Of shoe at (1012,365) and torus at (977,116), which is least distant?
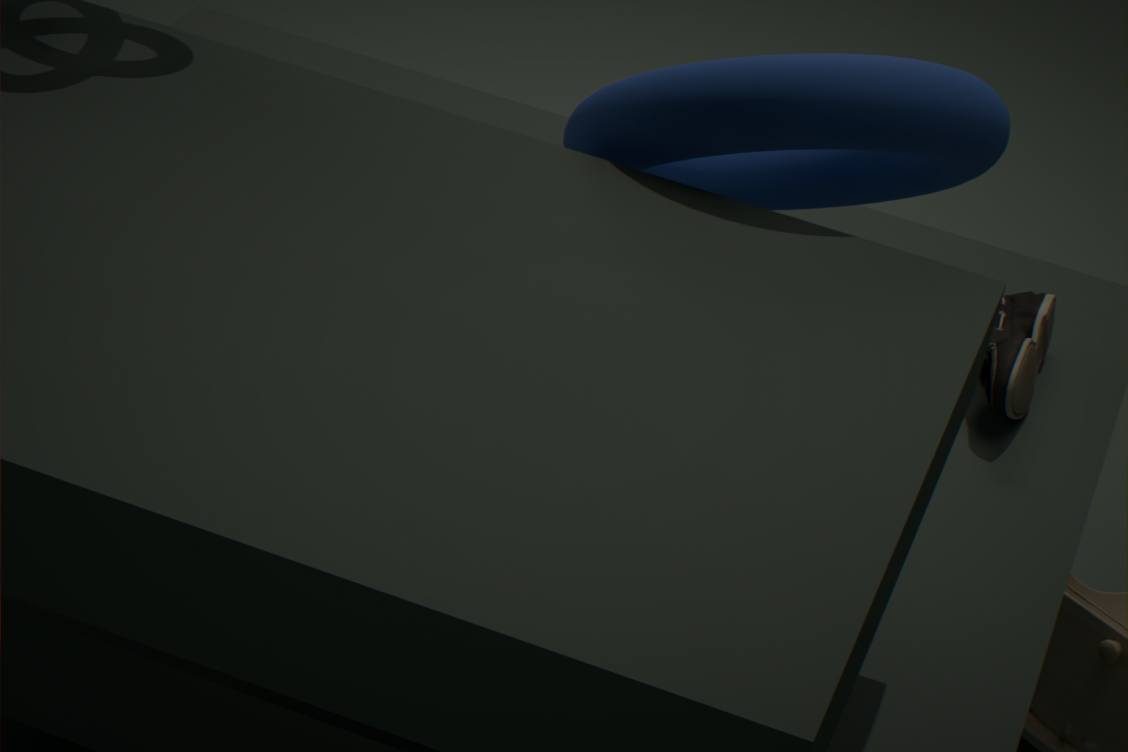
torus at (977,116)
